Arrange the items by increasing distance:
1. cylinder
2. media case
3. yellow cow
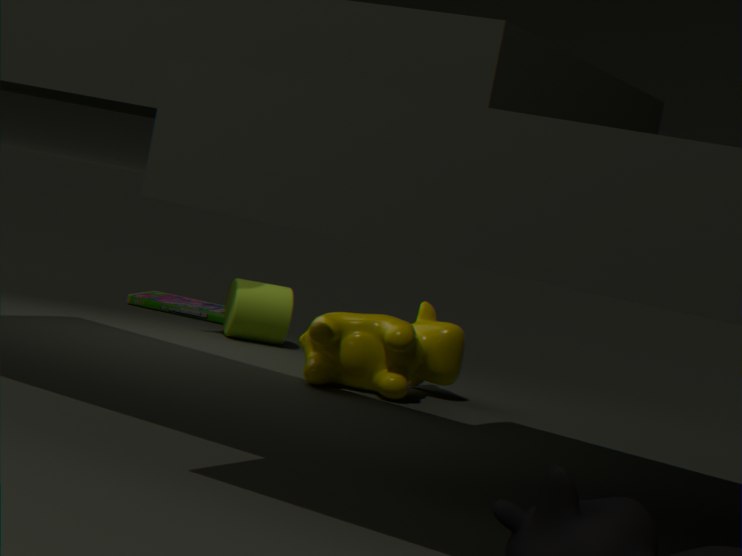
yellow cow → cylinder → media case
